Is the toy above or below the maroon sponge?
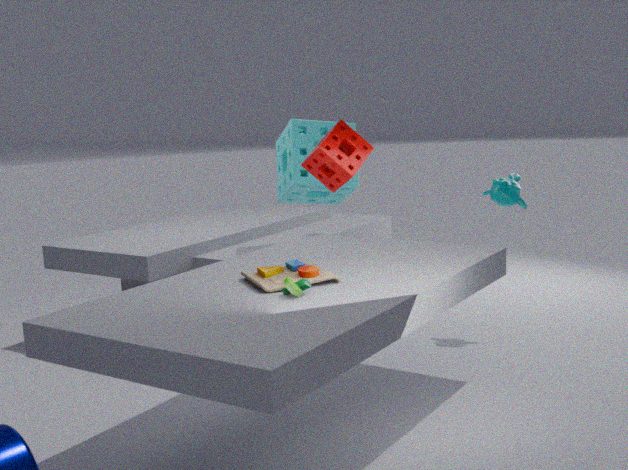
below
